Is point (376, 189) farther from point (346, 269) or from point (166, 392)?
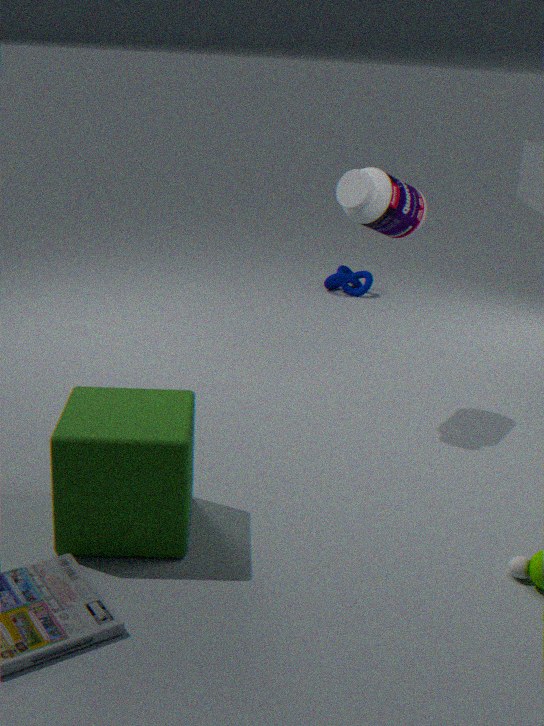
point (346, 269)
